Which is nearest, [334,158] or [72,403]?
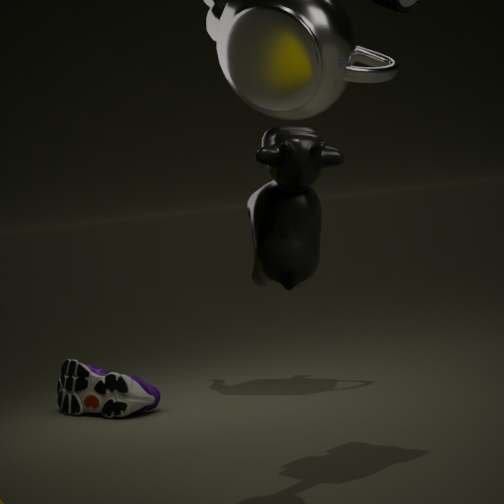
[334,158]
